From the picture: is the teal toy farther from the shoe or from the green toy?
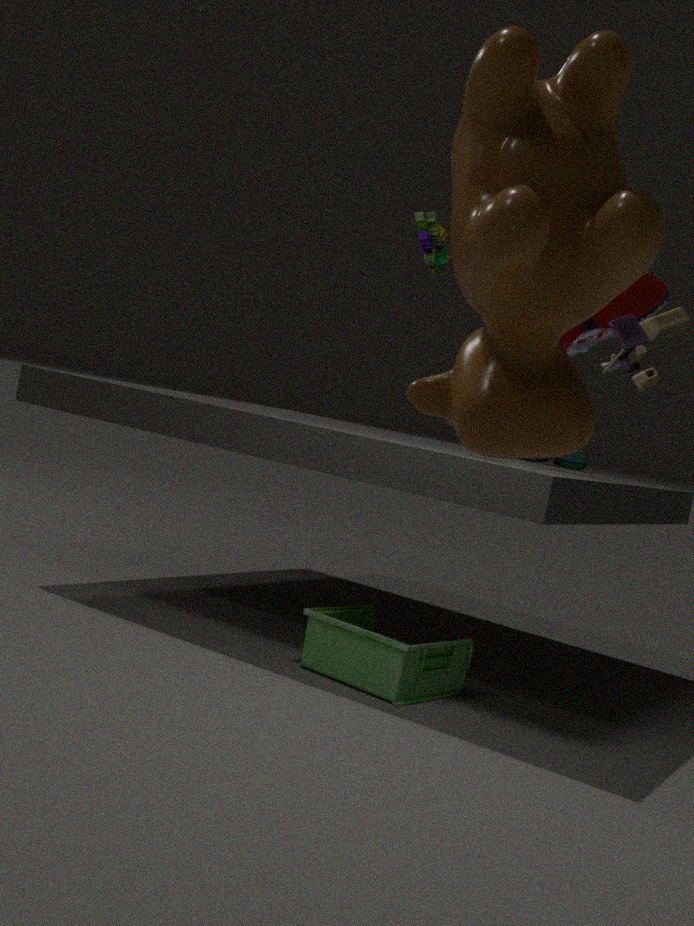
the green toy
